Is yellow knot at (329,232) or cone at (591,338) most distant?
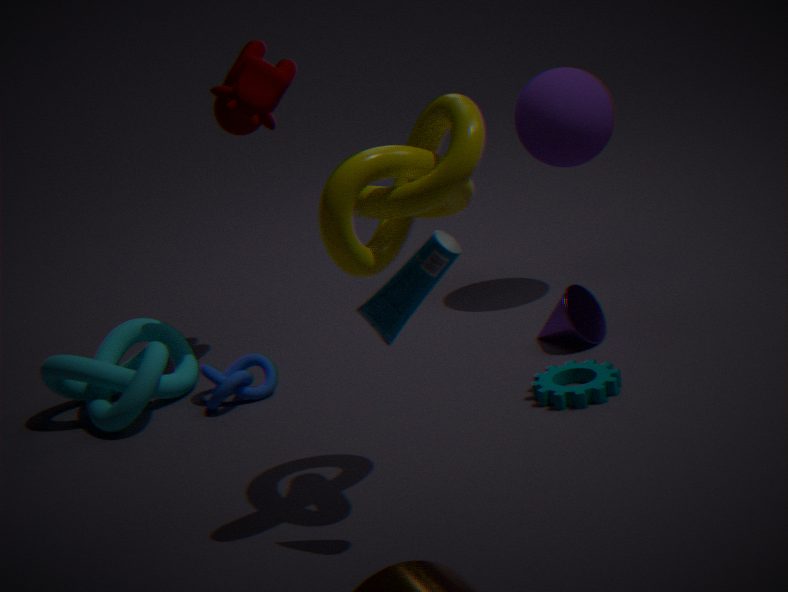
cone at (591,338)
